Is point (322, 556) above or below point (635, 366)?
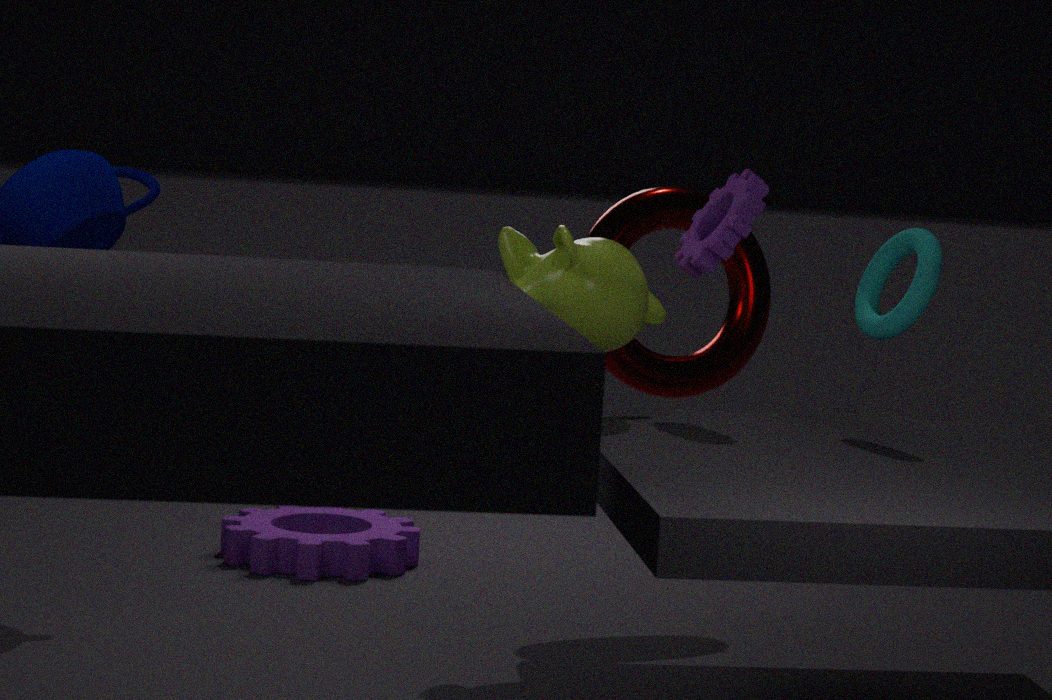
below
